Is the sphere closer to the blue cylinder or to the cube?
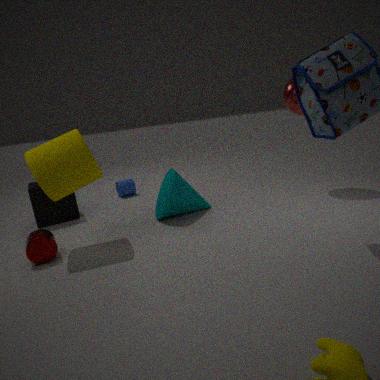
the blue cylinder
